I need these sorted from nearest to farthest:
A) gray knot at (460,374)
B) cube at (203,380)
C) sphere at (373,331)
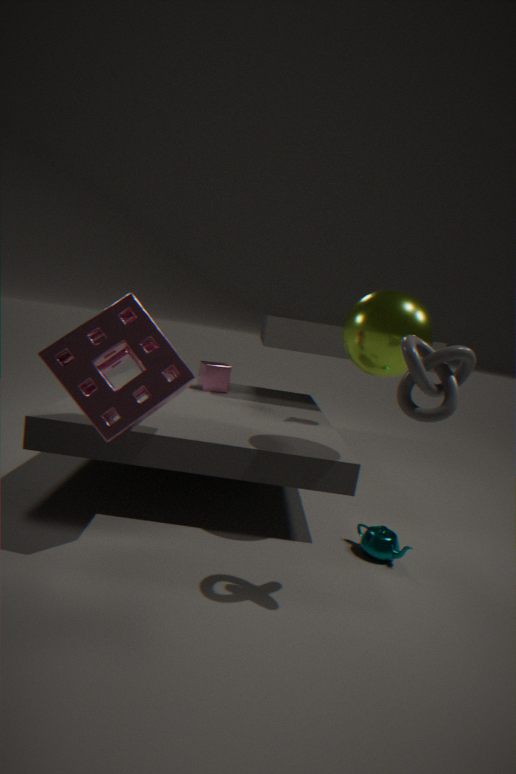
1. gray knot at (460,374)
2. sphere at (373,331)
3. cube at (203,380)
